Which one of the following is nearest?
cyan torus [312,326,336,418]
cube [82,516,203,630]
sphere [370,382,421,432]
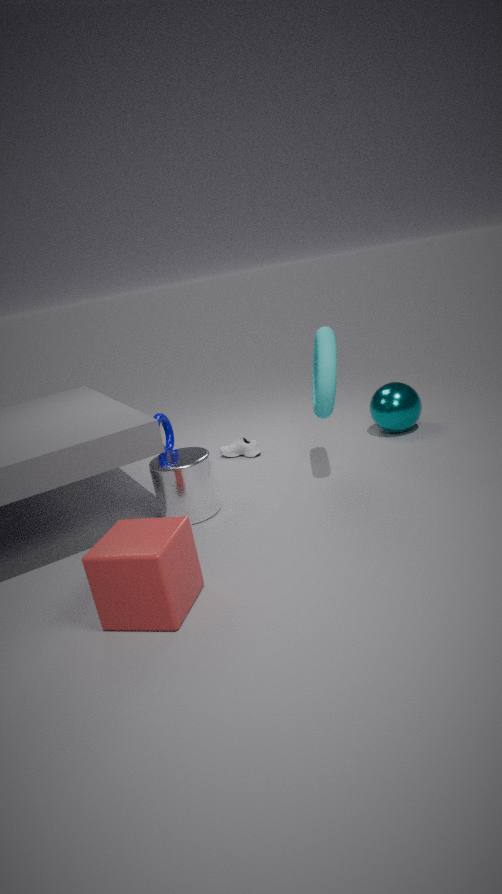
cube [82,516,203,630]
